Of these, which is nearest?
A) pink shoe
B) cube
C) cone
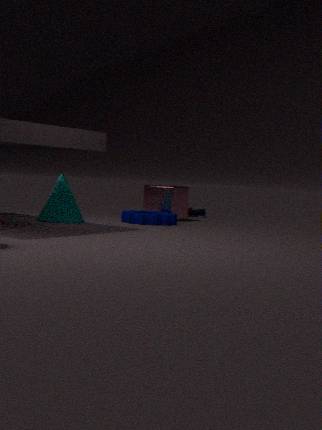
cone
